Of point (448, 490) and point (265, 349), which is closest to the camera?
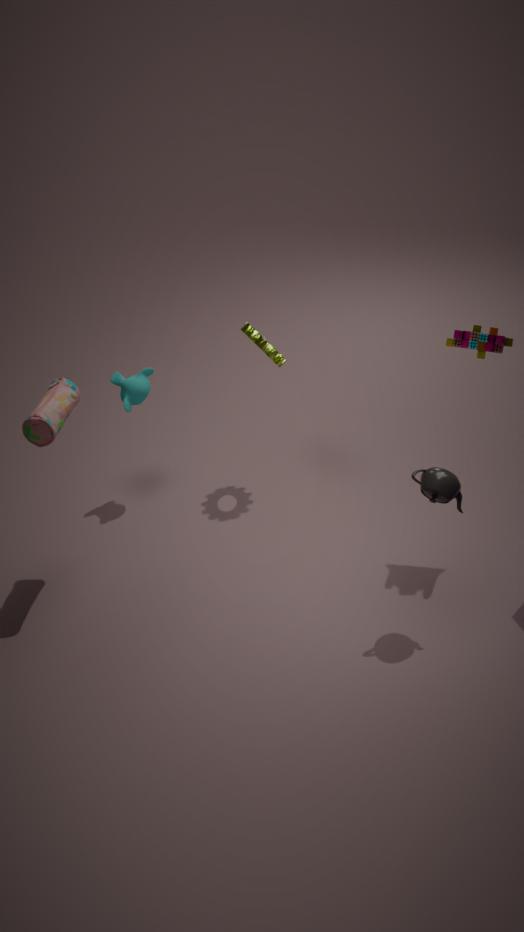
point (448, 490)
